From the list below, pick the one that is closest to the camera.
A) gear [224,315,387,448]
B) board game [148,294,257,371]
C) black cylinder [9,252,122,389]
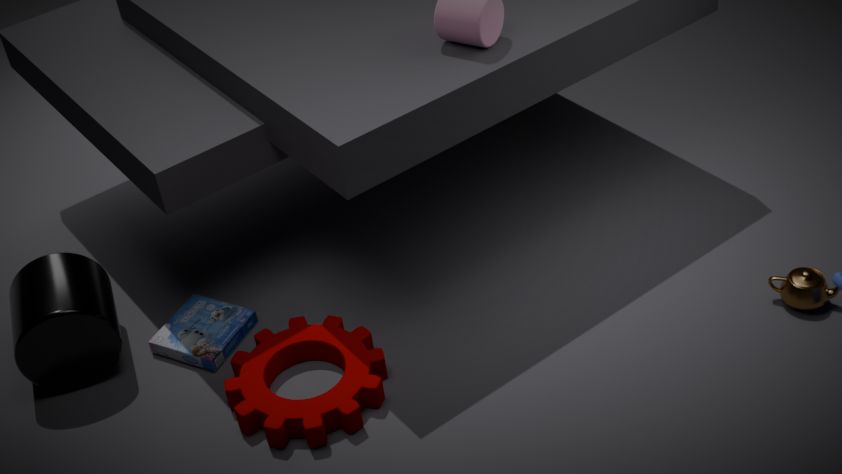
gear [224,315,387,448]
